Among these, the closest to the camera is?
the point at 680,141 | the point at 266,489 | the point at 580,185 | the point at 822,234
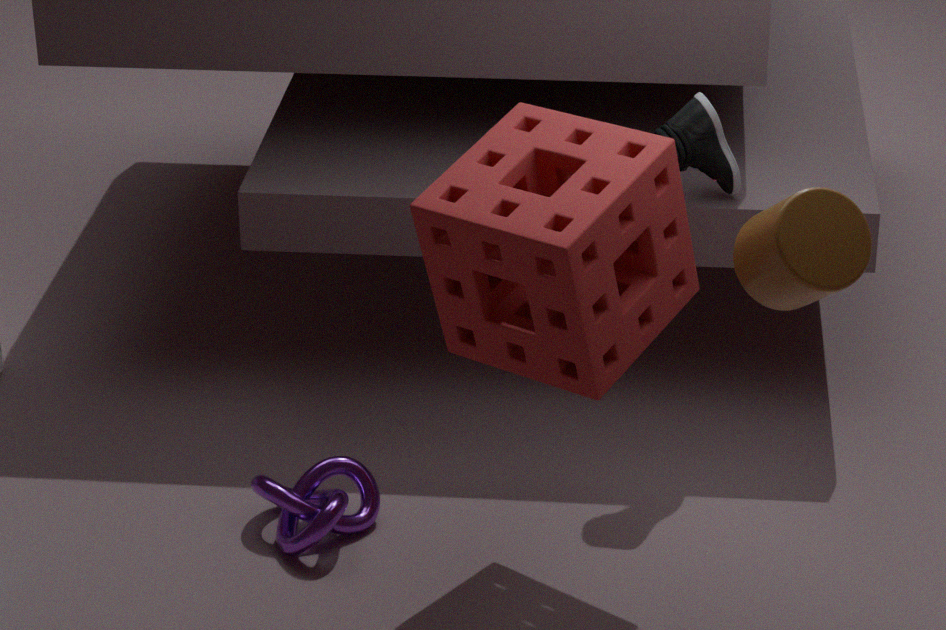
the point at 822,234
